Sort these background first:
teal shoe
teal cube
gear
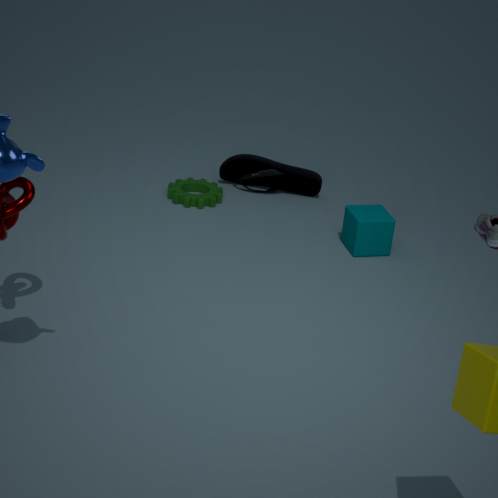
teal shoe < gear < teal cube
